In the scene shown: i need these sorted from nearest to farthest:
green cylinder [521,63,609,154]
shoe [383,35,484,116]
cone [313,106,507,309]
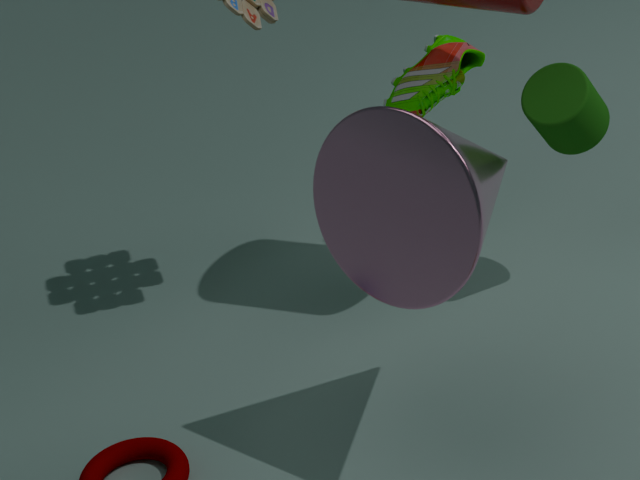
cone [313,106,507,309], green cylinder [521,63,609,154], shoe [383,35,484,116]
